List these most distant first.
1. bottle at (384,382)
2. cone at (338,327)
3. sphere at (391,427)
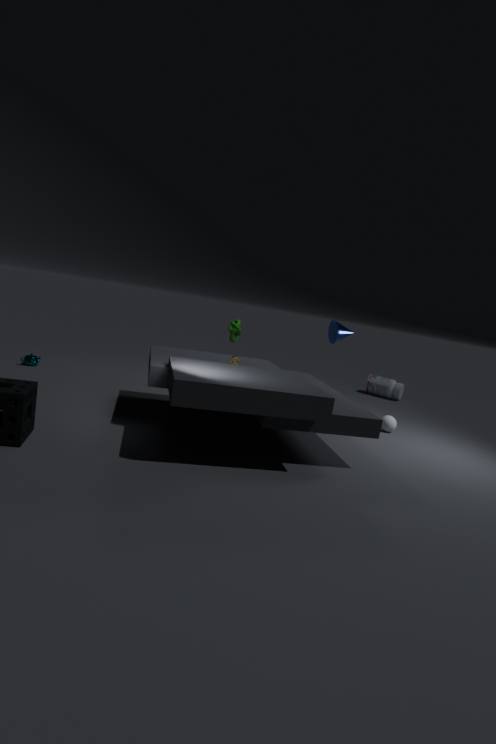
1. bottle at (384,382)
2. sphere at (391,427)
3. cone at (338,327)
